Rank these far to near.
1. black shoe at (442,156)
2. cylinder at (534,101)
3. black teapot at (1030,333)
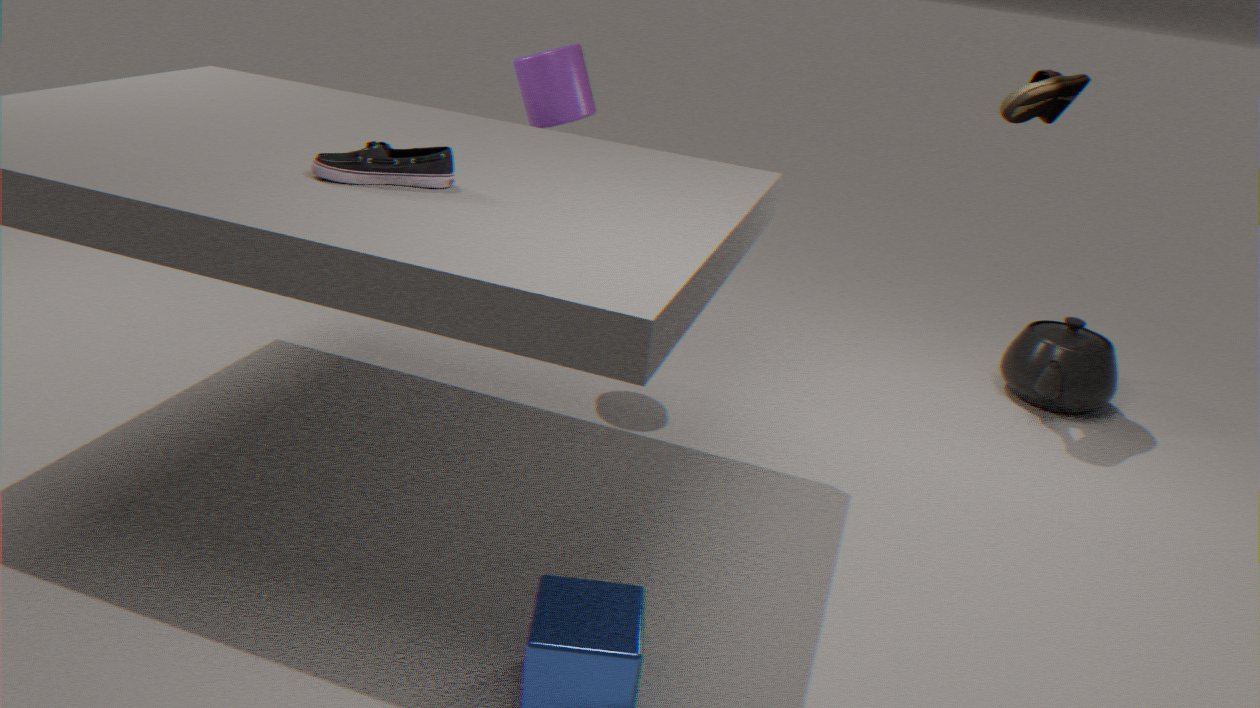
black teapot at (1030,333) → cylinder at (534,101) → black shoe at (442,156)
